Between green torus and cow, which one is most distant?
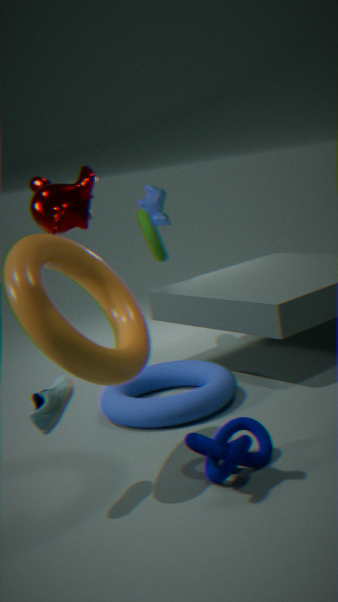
cow
